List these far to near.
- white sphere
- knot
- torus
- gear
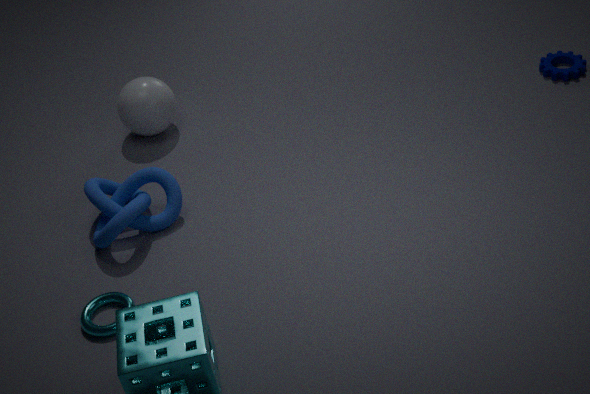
1. gear
2. white sphere
3. knot
4. torus
